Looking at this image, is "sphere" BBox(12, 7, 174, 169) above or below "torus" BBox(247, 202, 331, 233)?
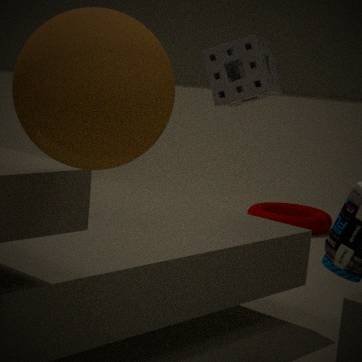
above
